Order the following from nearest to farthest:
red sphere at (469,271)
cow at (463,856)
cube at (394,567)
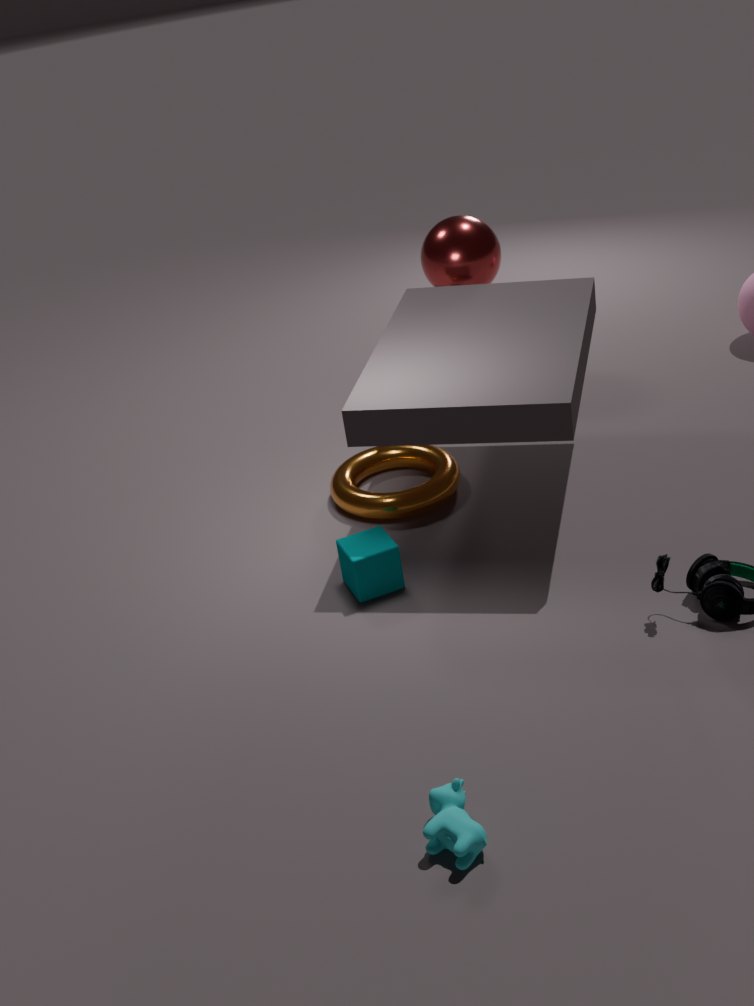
cow at (463,856) < cube at (394,567) < red sphere at (469,271)
